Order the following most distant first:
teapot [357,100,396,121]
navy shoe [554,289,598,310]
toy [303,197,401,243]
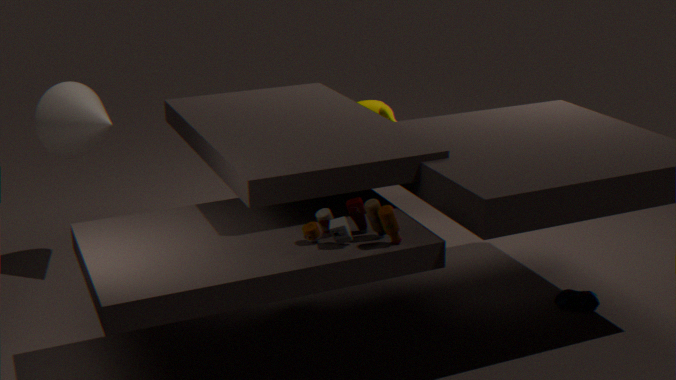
teapot [357,100,396,121] → navy shoe [554,289,598,310] → toy [303,197,401,243]
